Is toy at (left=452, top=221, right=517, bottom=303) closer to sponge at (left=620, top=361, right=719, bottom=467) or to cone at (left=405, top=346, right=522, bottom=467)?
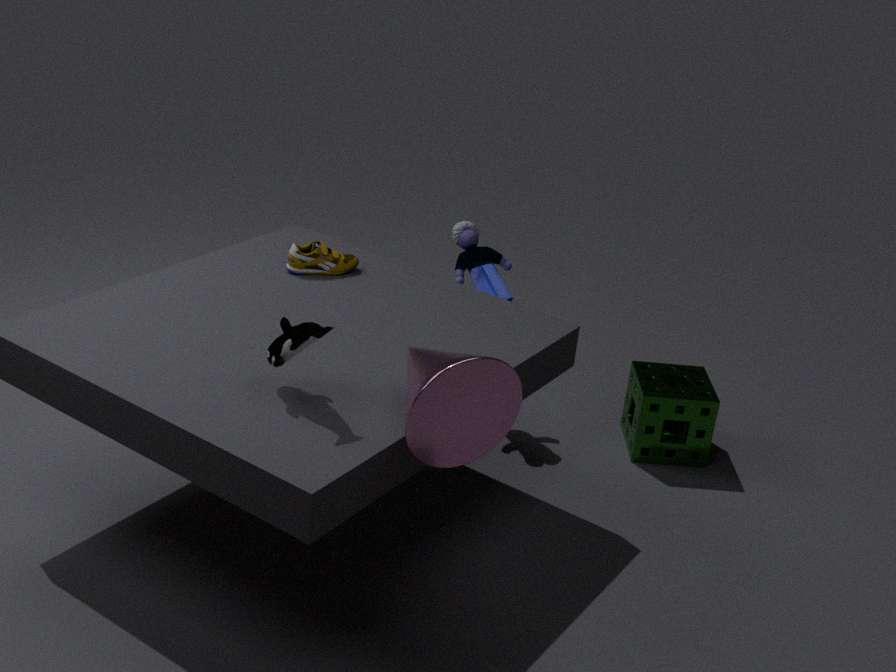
sponge at (left=620, top=361, right=719, bottom=467)
